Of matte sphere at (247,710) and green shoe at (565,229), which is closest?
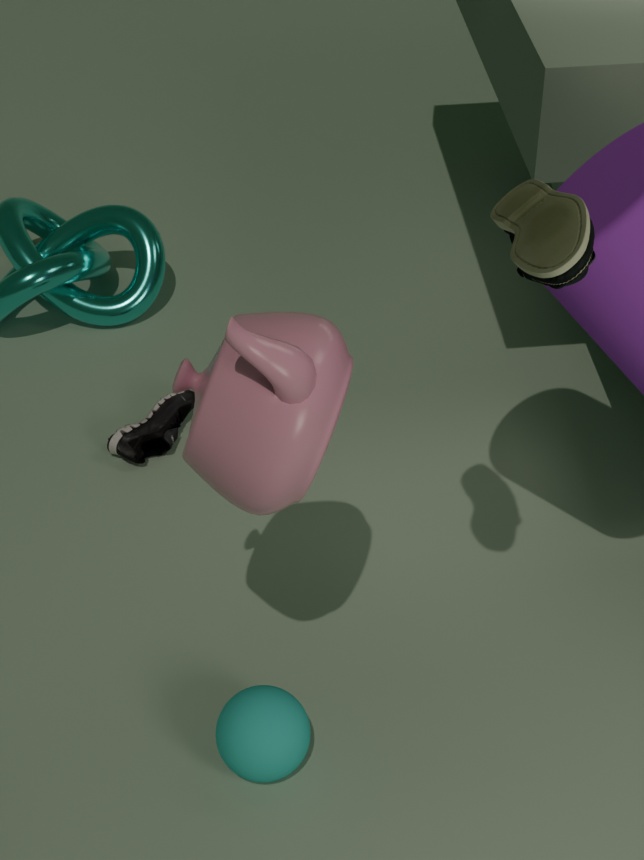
green shoe at (565,229)
